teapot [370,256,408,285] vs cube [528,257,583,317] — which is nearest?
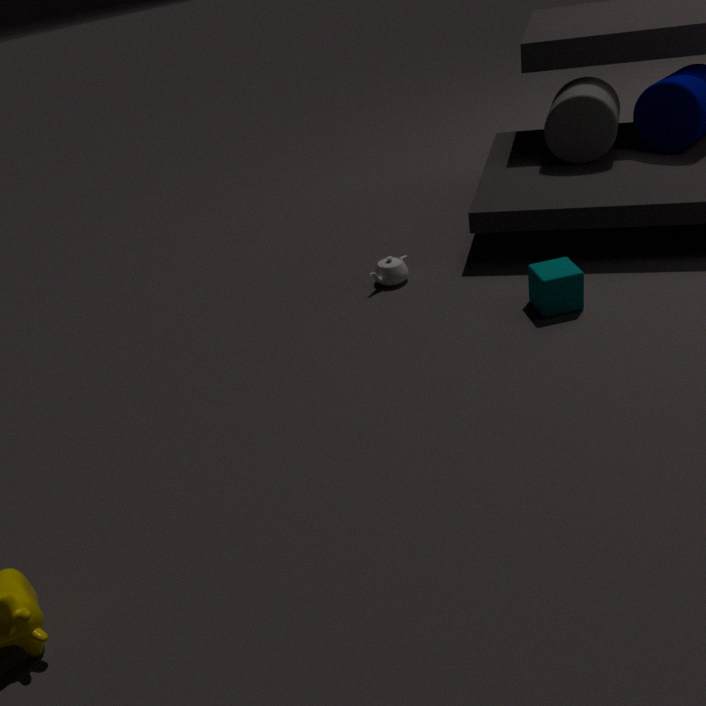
cube [528,257,583,317]
